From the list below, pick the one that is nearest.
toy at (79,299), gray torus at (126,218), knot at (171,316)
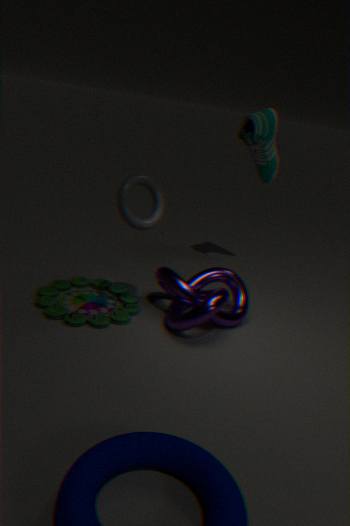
gray torus at (126,218)
